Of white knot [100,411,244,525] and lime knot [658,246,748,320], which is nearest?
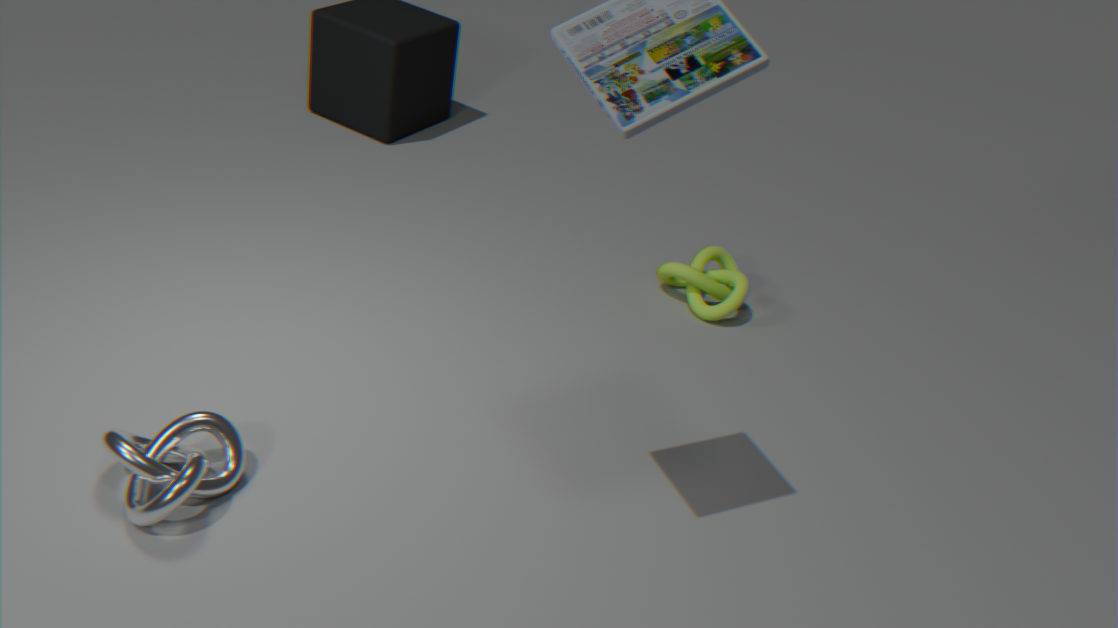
white knot [100,411,244,525]
